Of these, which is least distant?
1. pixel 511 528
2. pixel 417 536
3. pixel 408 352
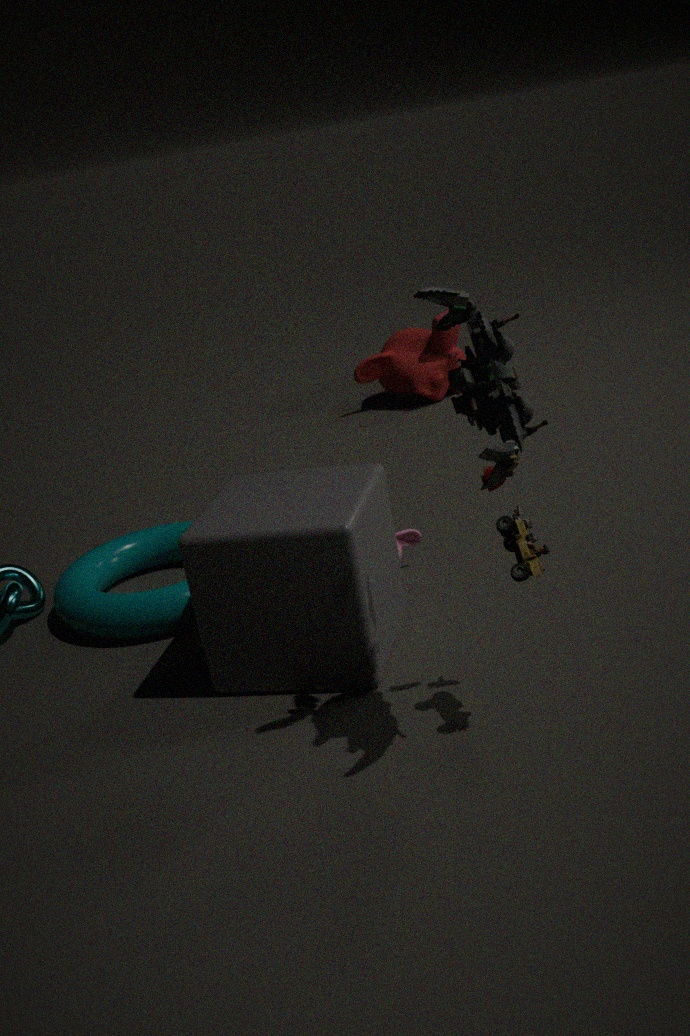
pixel 511 528
